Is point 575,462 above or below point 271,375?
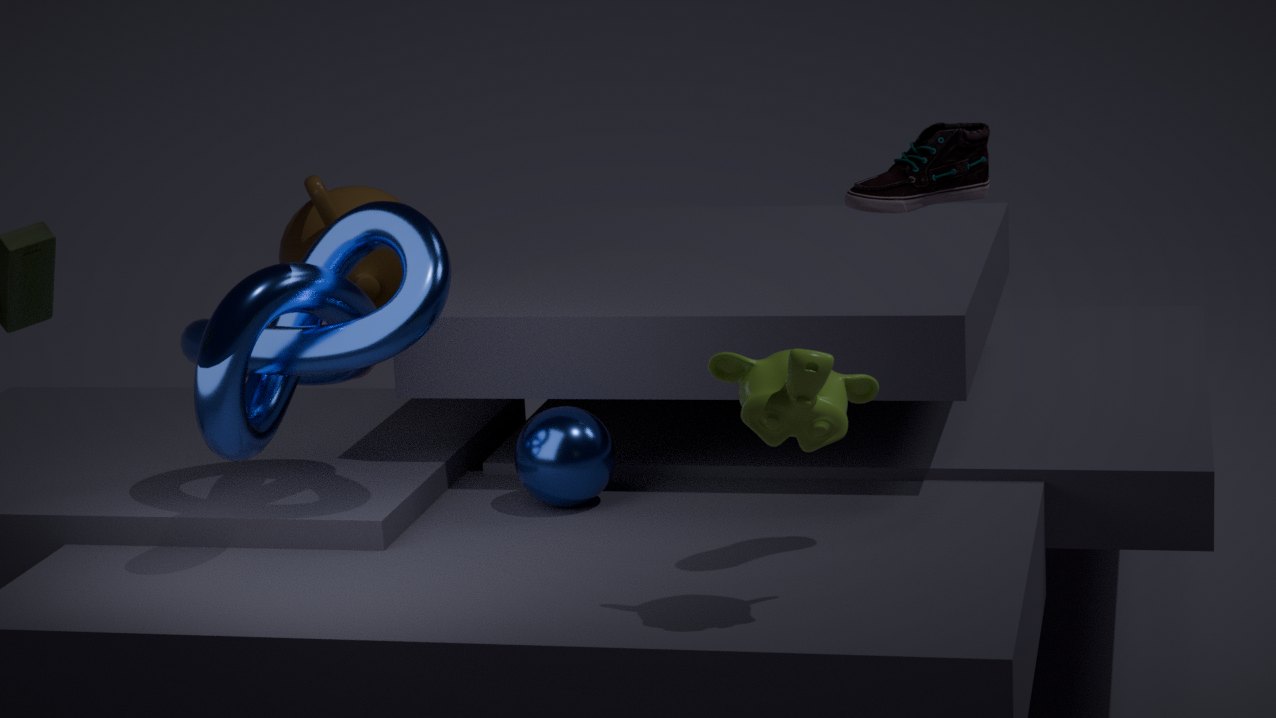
below
